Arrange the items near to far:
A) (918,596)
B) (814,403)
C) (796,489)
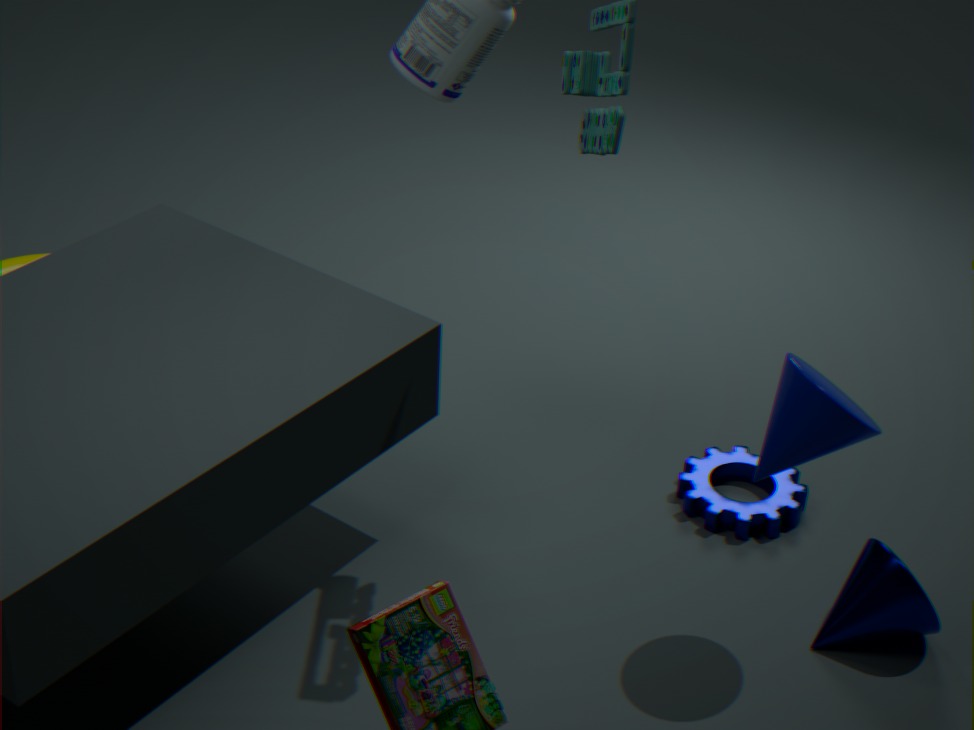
(814,403) → (918,596) → (796,489)
